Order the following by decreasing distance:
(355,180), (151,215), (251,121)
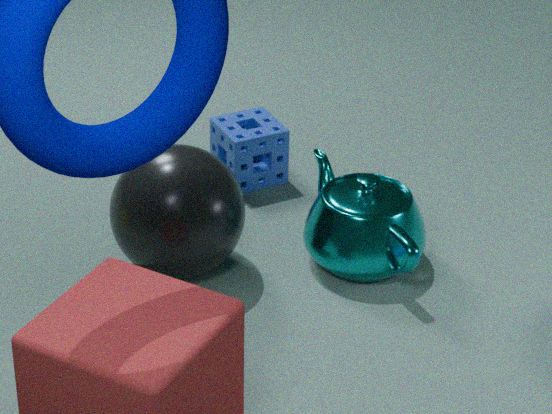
(251,121) < (355,180) < (151,215)
